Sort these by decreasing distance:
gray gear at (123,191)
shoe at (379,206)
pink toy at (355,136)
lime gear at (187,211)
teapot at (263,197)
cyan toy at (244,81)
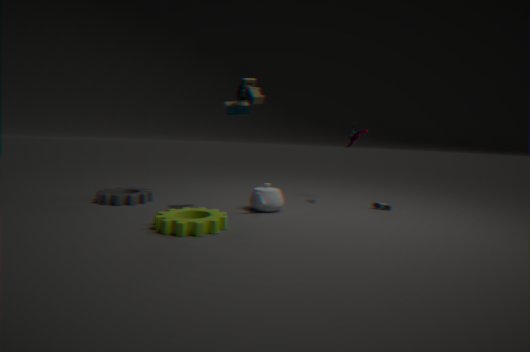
pink toy at (355,136) < shoe at (379,206) < gray gear at (123,191) < teapot at (263,197) < cyan toy at (244,81) < lime gear at (187,211)
